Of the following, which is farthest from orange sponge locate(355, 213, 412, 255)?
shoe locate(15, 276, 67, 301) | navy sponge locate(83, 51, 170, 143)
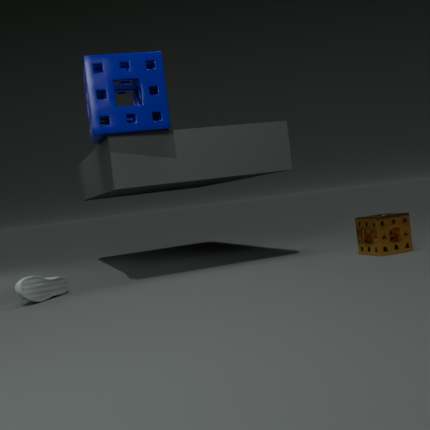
shoe locate(15, 276, 67, 301)
